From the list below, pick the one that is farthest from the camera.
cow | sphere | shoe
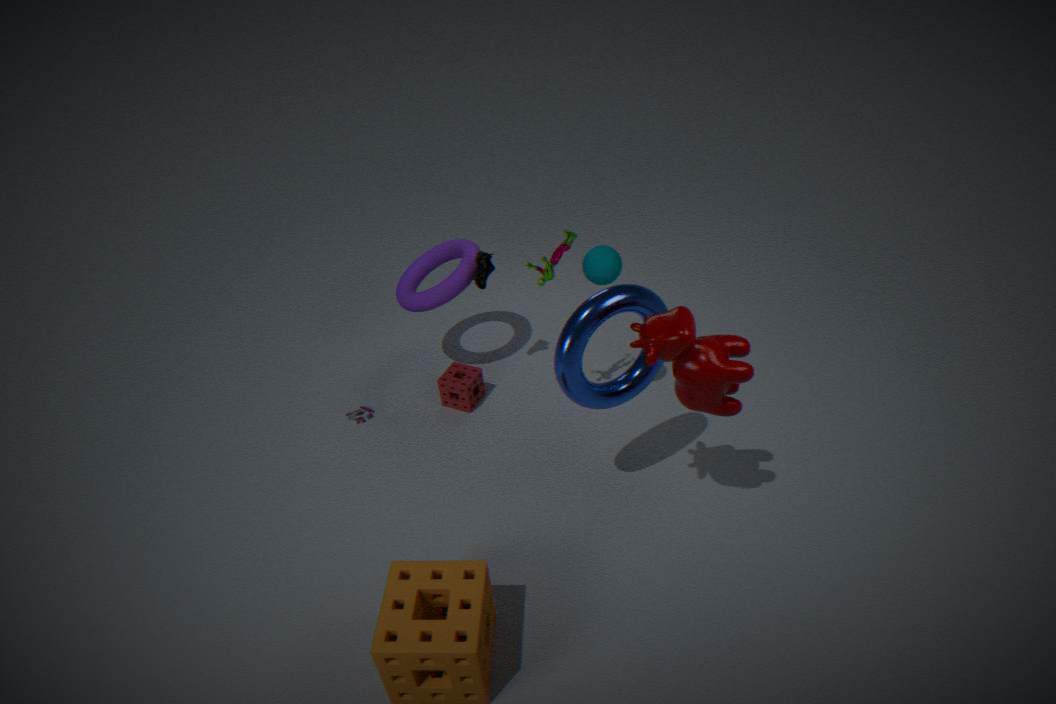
shoe
